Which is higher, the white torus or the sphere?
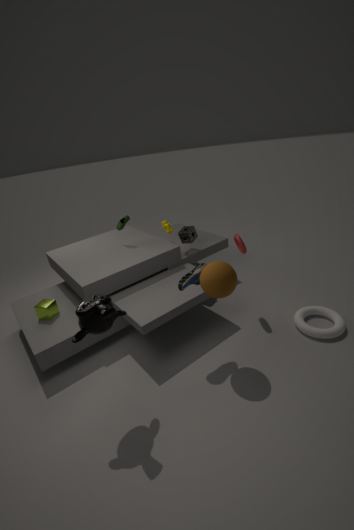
the sphere
